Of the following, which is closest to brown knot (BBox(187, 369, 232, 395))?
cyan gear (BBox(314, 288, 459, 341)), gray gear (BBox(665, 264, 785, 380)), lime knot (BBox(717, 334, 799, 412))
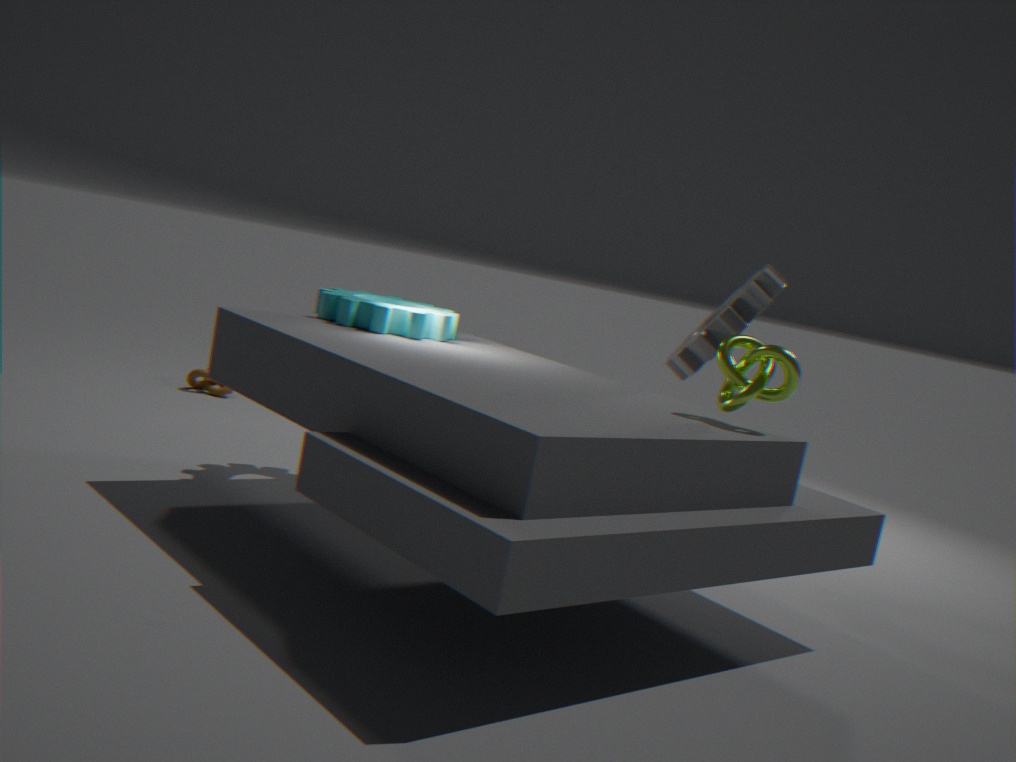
cyan gear (BBox(314, 288, 459, 341))
